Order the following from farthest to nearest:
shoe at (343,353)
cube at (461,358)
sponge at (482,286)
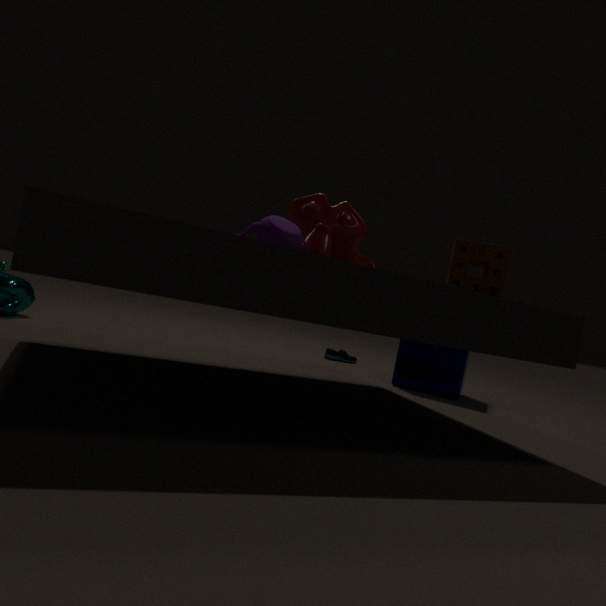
shoe at (343,353) < cube at (461,358) < sponge at (482,286)
